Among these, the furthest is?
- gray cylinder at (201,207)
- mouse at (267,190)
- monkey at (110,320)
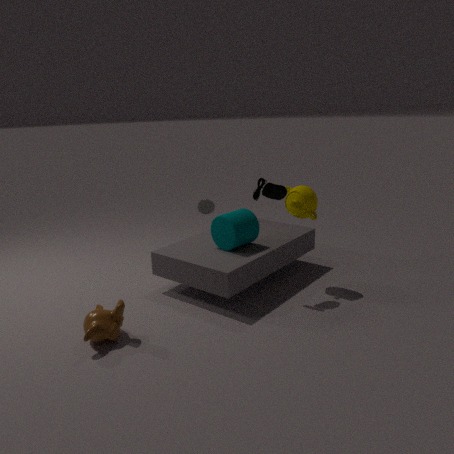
gray cylinder at (201,207)
